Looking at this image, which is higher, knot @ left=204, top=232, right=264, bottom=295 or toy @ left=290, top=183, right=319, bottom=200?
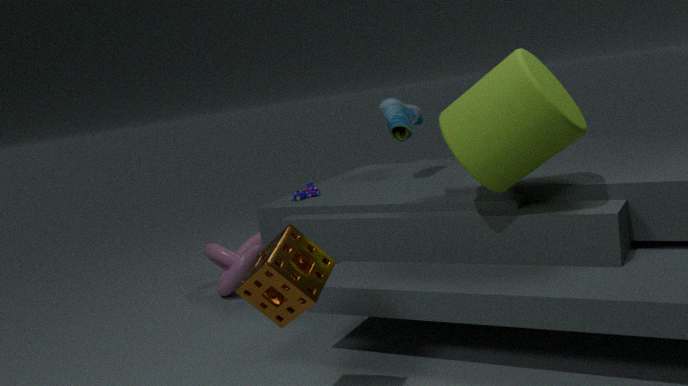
toy @ left=290, top=183, right=319, bottom=200
